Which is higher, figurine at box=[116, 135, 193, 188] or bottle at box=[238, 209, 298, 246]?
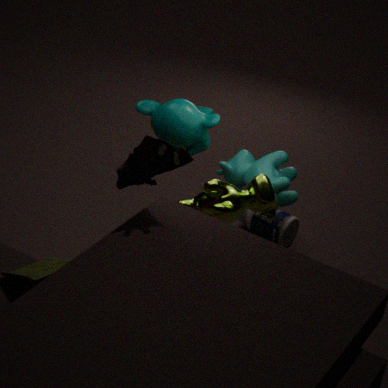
figurine at box=[116, 135, 193, 188]
